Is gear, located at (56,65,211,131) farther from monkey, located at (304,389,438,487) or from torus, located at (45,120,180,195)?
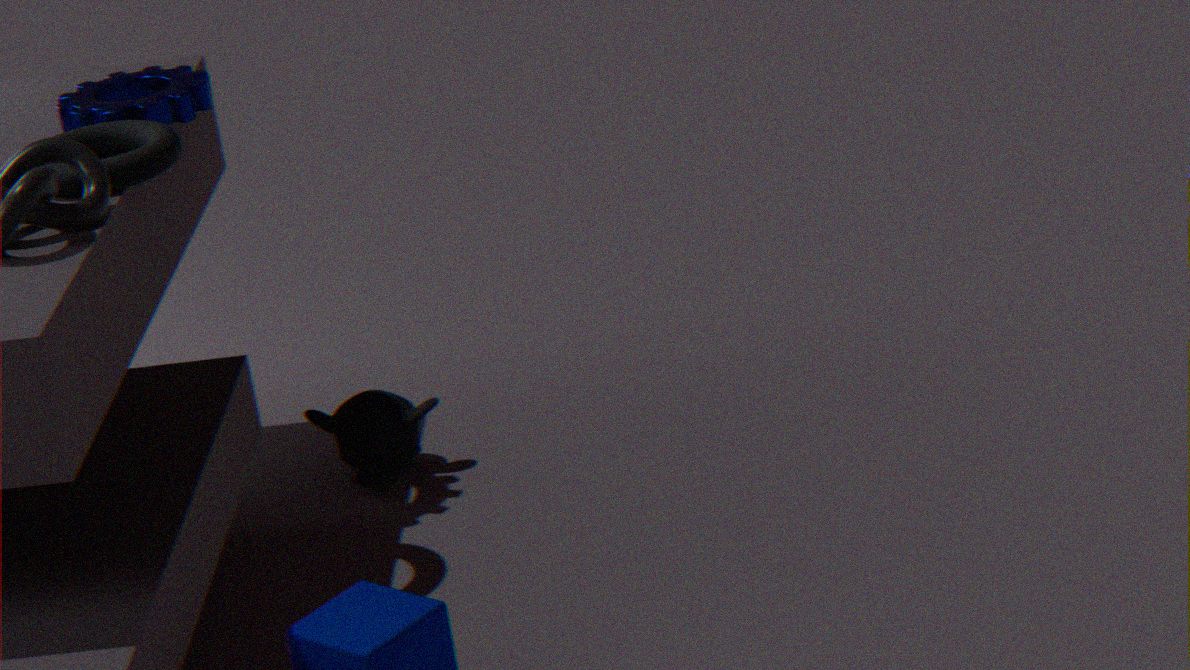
monkey, located at (304,389,438,487)
